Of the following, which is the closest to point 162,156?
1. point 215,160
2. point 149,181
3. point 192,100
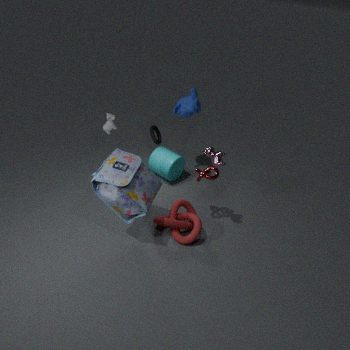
point 192,100
